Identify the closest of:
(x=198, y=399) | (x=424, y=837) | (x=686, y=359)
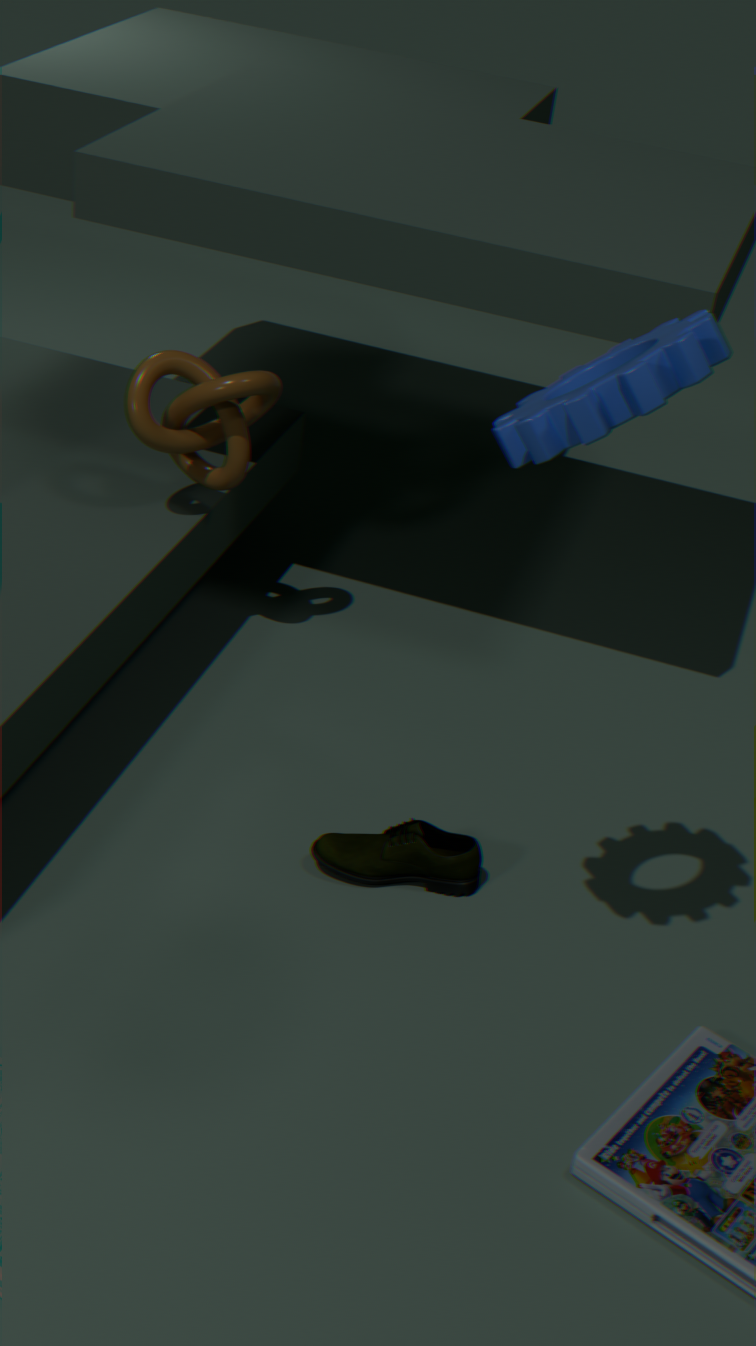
(x=686, y=359)
